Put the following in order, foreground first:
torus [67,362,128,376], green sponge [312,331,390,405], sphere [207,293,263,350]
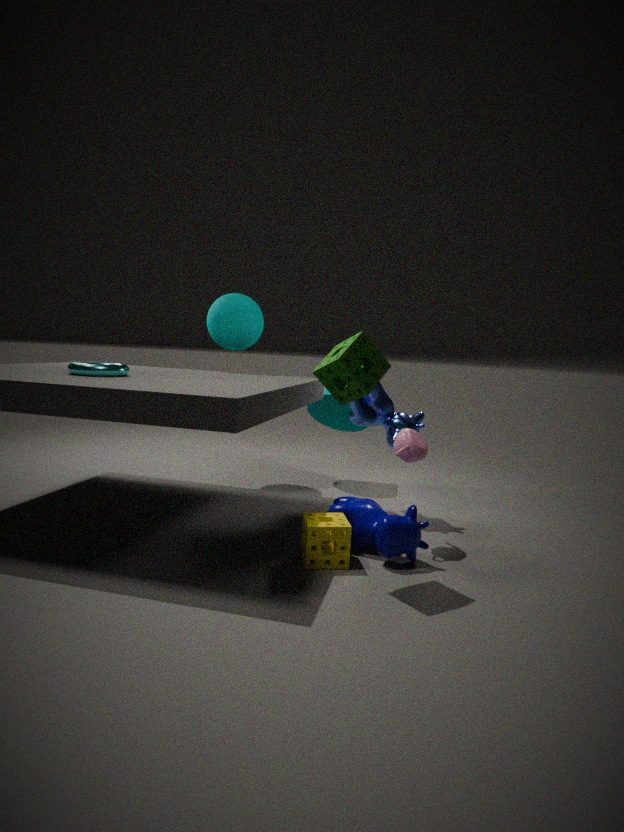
1. green sponge [312,331,390,405]
2. torus [67,362,128,376]
3. sphere [207,293,263,350]
